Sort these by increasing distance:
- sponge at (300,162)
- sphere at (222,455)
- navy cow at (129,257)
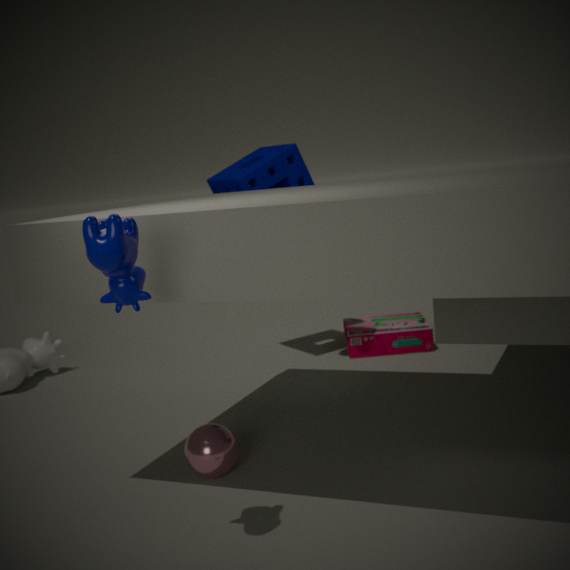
1. navy cow at (129,257)
2. sphere at (222,455)
3. sponge at (300,162)
